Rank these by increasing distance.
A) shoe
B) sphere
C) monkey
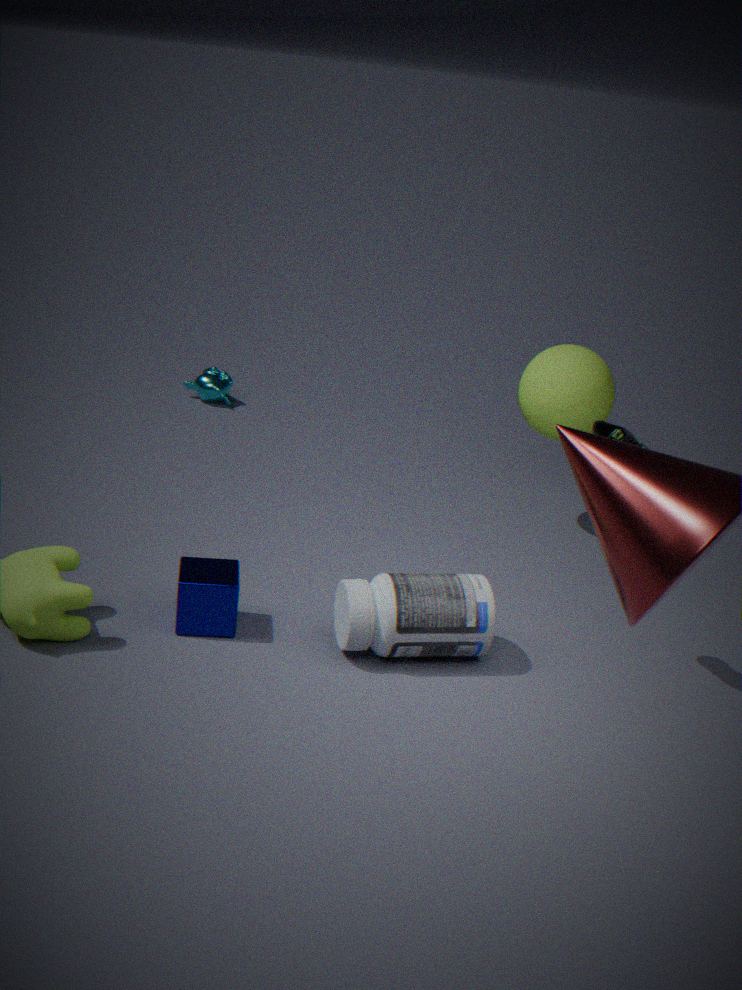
shoe < sphere < monkey
